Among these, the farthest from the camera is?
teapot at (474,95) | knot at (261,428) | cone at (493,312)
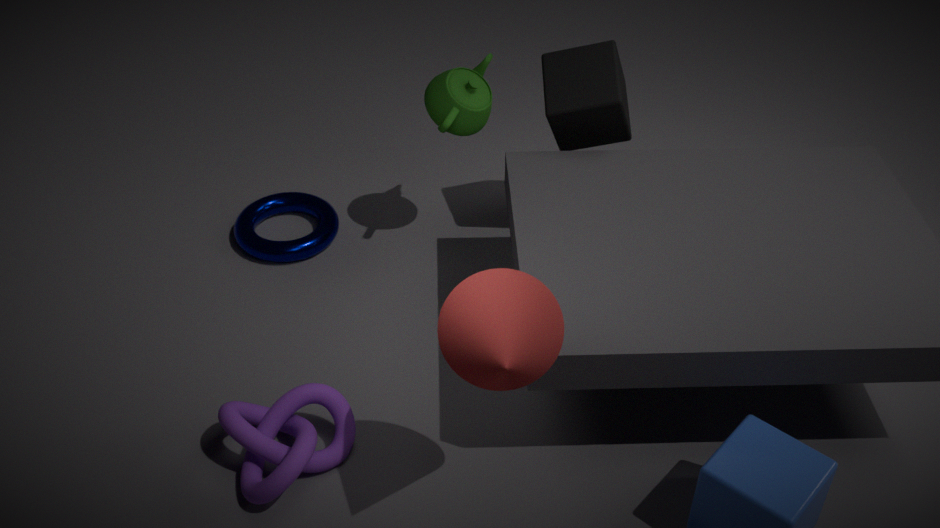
teapot at (474,95)
